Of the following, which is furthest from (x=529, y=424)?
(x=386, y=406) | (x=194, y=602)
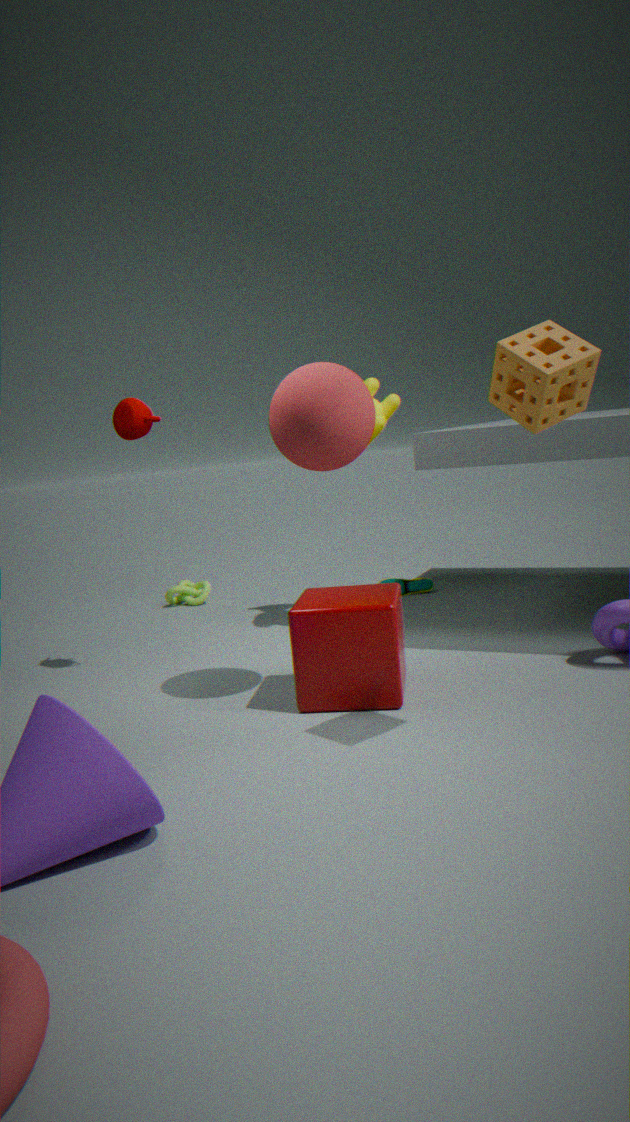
(x=194, y=602)
